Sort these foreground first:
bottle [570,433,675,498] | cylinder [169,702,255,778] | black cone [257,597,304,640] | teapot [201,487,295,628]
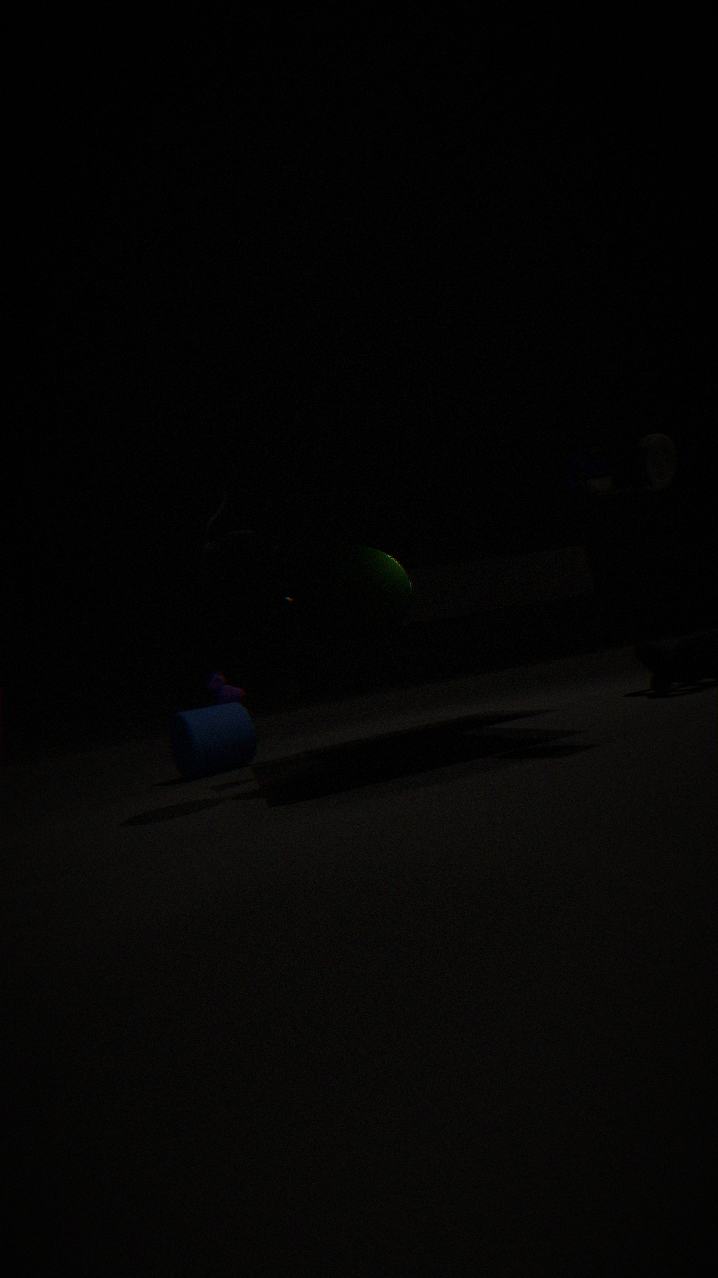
bottle [570,433,675,498] → teapot [201,487,295,628] → black cone [257,597,304,640] → cylinder [169,702,255,778]
